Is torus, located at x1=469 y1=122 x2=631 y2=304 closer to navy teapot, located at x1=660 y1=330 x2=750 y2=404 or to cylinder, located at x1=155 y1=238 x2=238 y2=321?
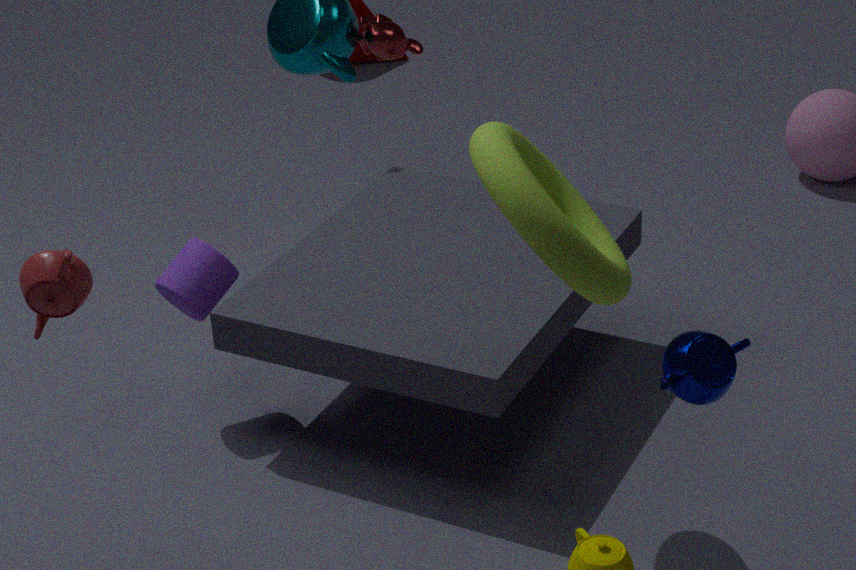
navy teapot, located at x1=660 y1=330 x2=750 y2=404
